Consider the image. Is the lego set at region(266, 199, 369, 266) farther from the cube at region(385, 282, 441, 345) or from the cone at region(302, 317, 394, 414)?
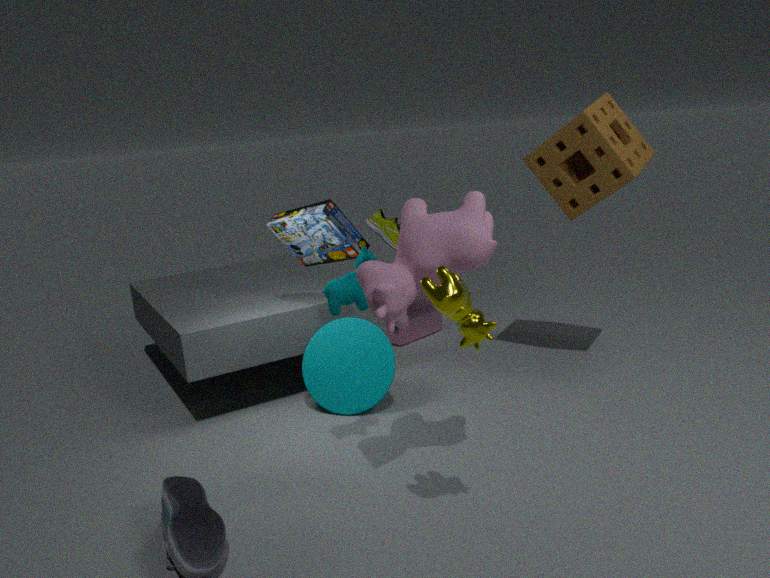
the cube at region(385, 282, 441, 345)
